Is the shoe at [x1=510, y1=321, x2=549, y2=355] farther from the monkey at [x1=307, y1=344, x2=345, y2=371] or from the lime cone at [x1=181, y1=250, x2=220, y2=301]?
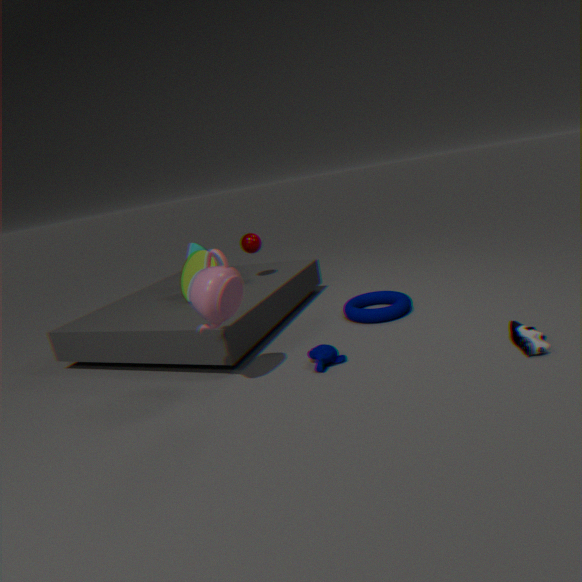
the lime cone at [x1=181, y1=250, x2=220, y2=301]
